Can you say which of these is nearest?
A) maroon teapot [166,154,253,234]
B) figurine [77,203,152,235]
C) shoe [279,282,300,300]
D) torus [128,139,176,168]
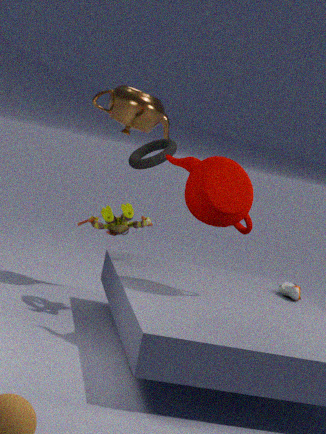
maroon teapot [166,154,253,234]
